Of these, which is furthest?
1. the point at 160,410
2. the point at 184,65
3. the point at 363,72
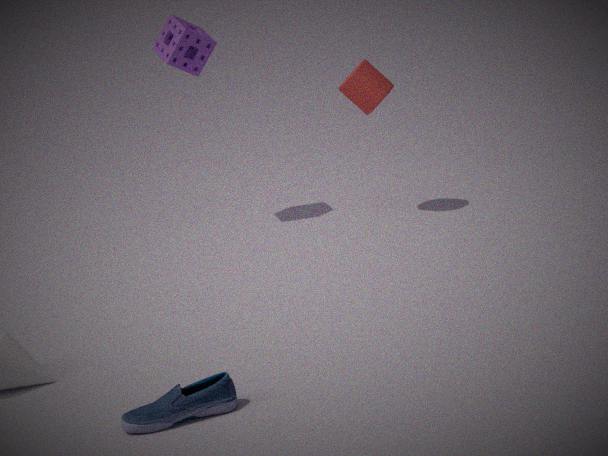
the point at 184,65
